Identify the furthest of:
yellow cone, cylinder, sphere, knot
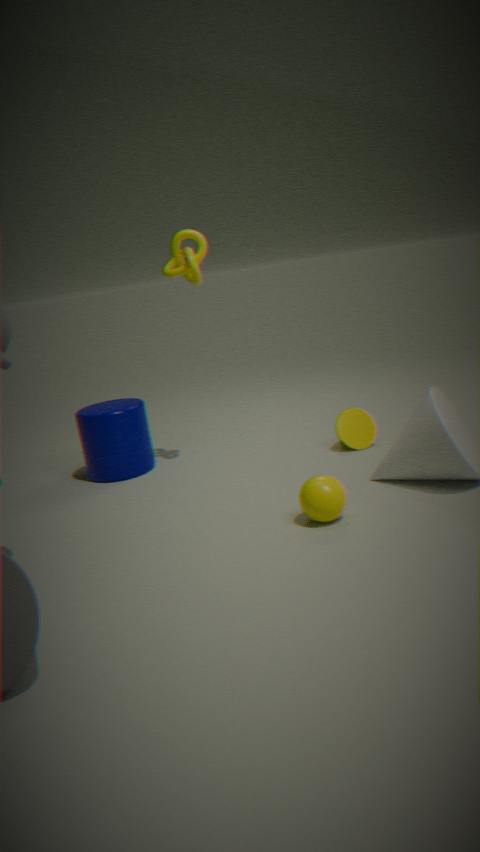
cylinder
